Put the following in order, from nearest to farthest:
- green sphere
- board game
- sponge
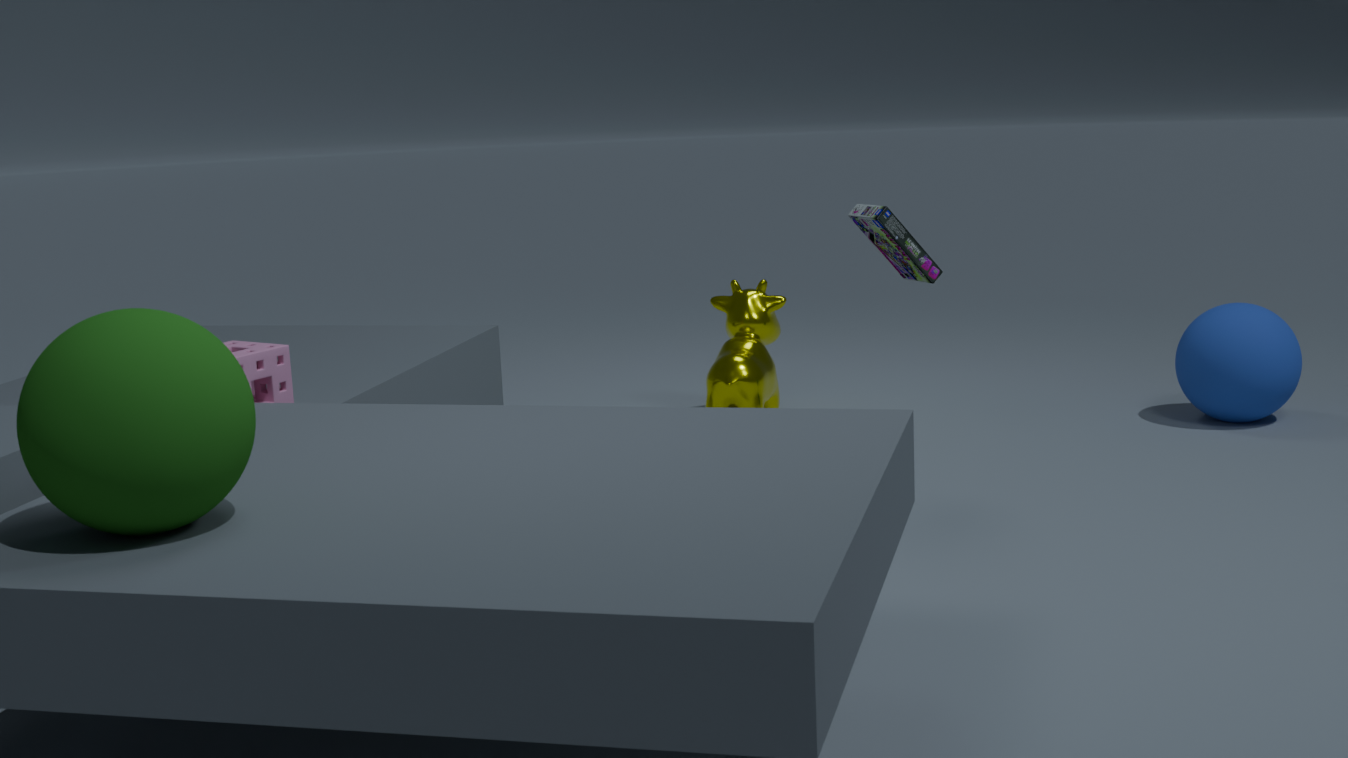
green sphere
sponge
board game
